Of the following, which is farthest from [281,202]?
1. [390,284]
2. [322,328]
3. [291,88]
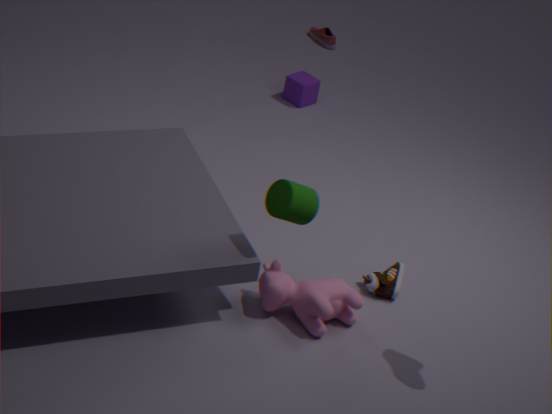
[291,88]
